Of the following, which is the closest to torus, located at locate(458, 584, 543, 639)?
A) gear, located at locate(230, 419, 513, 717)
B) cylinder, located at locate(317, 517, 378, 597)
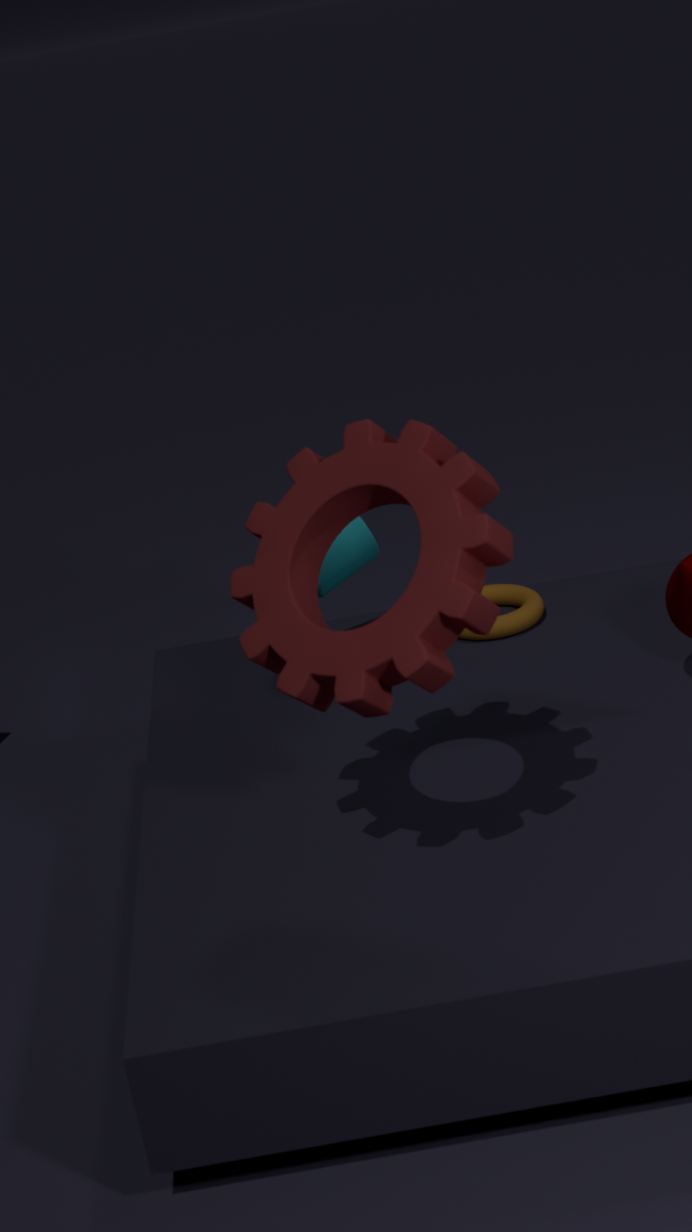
cylinder, located at locate(317, 517, 378, 597)
